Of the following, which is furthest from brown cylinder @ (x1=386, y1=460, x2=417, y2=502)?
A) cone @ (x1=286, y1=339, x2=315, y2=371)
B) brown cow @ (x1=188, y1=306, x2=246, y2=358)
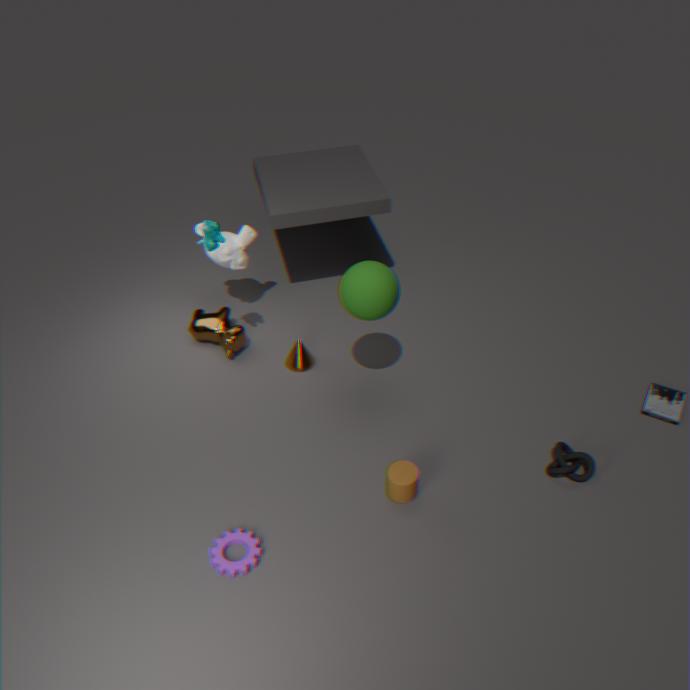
brown cow @ (x1=188, y1=306, x2=246, y2=358)
